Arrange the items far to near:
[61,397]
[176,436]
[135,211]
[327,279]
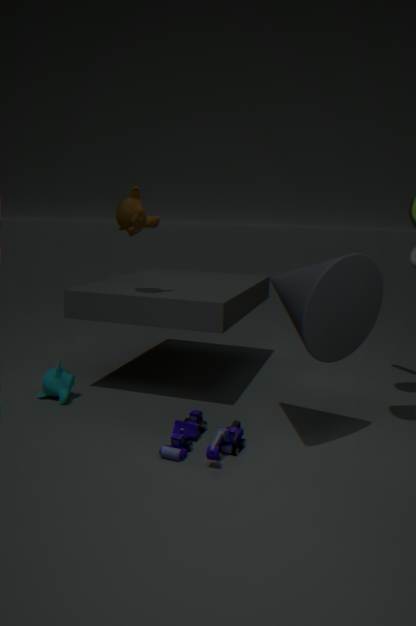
[61,397] < [135,211] < [176,436] < [327,279]
